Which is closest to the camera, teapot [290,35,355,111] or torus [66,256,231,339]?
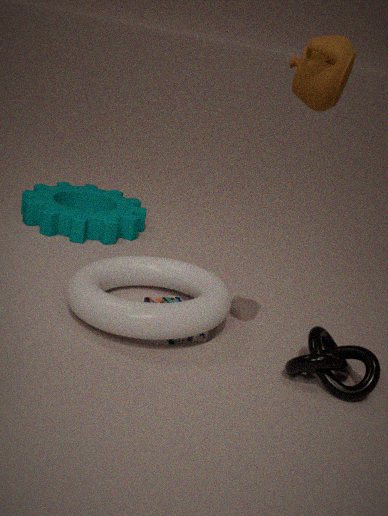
teapot [290,35,355,111]
